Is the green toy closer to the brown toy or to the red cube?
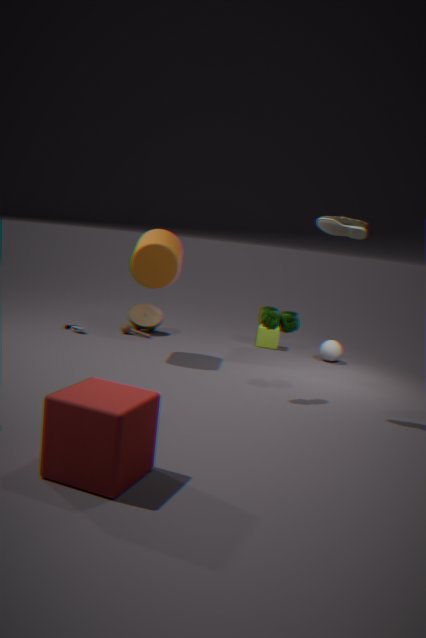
the red cube
